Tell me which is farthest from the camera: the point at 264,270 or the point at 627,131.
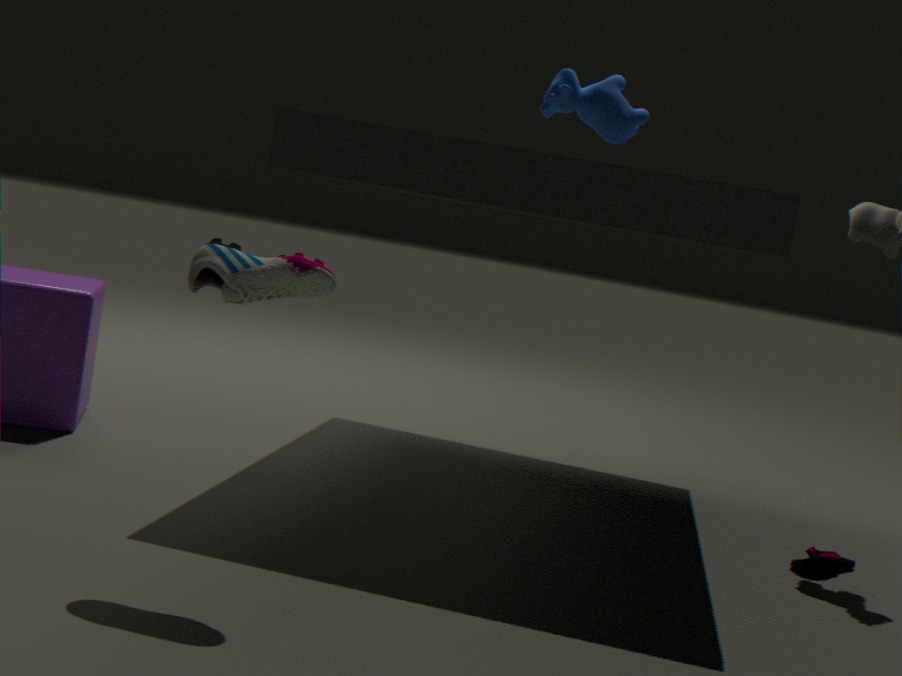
the point at 627,131
